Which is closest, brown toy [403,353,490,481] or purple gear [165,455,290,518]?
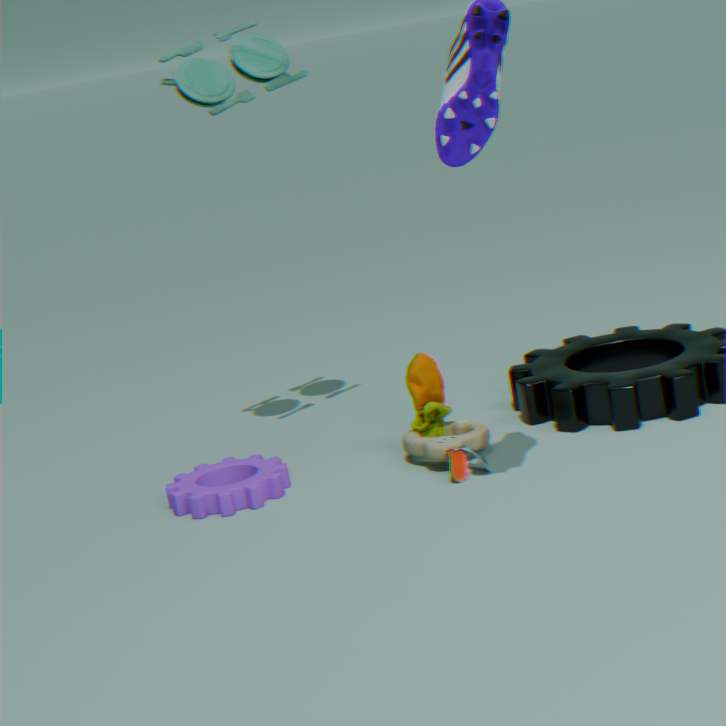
brown toy [403,353,490,481]
